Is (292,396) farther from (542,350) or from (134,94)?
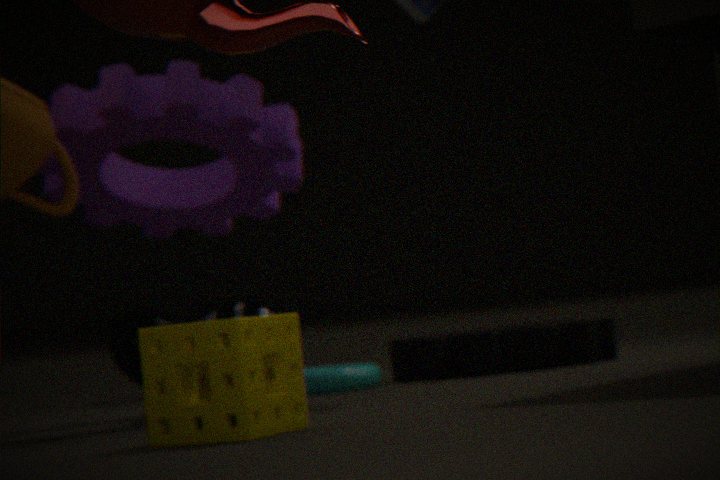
(542,350)
